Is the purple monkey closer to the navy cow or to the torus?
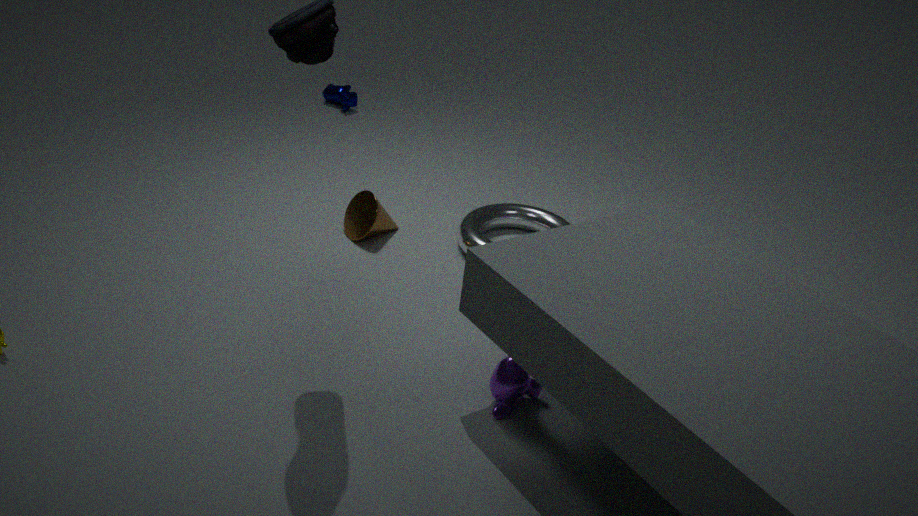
the torus
